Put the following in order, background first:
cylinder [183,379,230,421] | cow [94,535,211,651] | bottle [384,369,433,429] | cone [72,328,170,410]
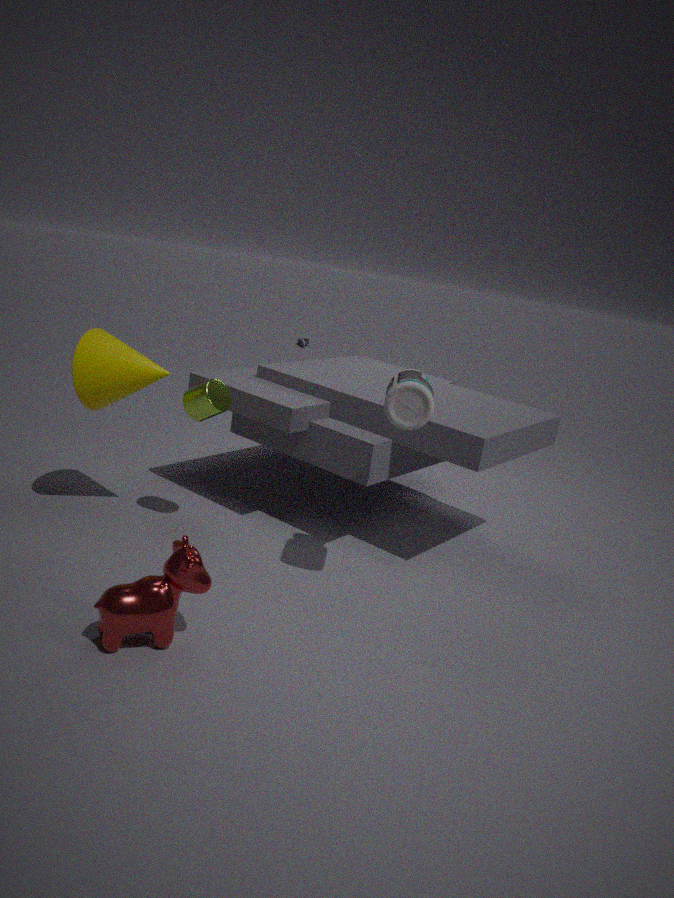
cylinder [183,379,230,421] → cone [72,328,170,410] → bottle [384,369,433,429] → cow [94,535,211,651]
